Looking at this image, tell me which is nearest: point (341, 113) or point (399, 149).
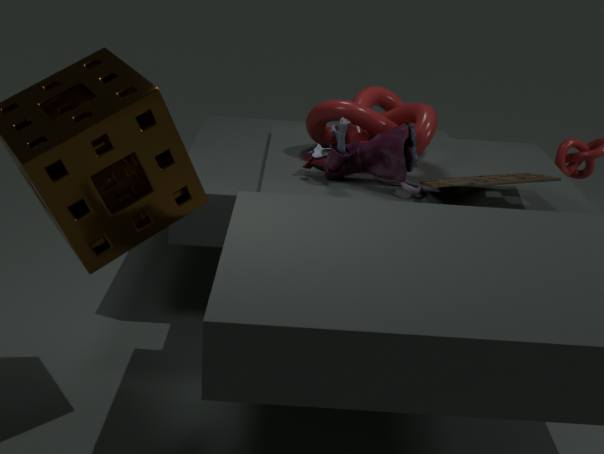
point (399, 149)
